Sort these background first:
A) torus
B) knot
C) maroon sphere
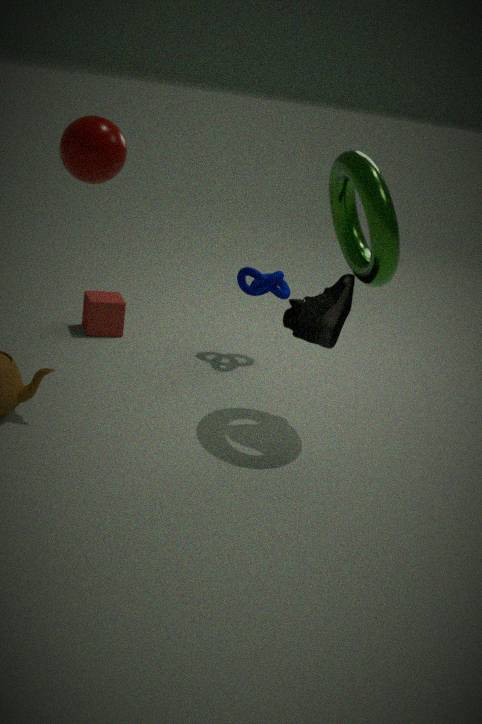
1. knot
2. torus
3. maroon sphere
